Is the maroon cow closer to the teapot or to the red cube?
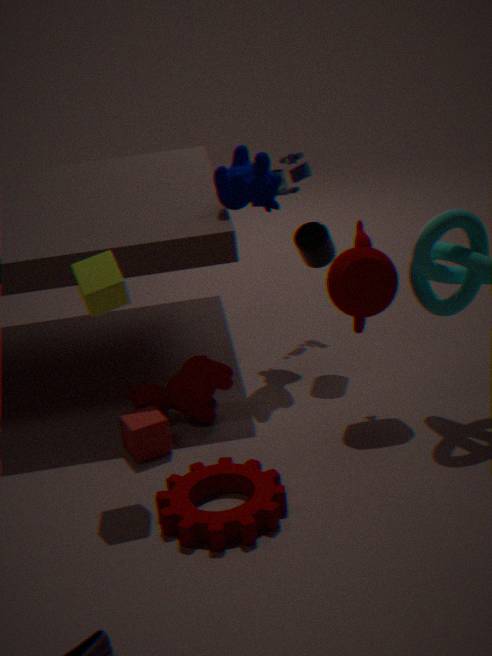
the red cube
